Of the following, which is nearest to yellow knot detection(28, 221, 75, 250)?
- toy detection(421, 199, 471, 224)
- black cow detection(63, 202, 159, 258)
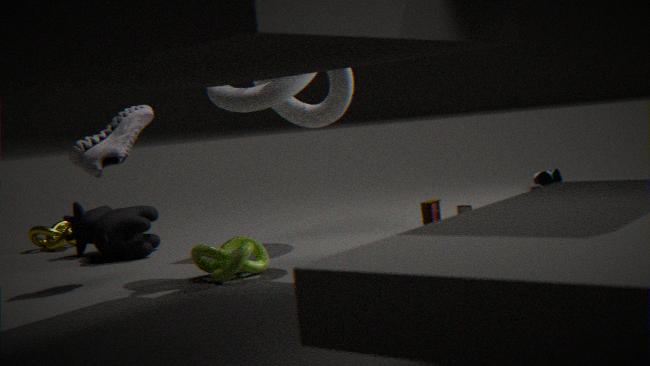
black cow detection(63, 202, 159, 258)
